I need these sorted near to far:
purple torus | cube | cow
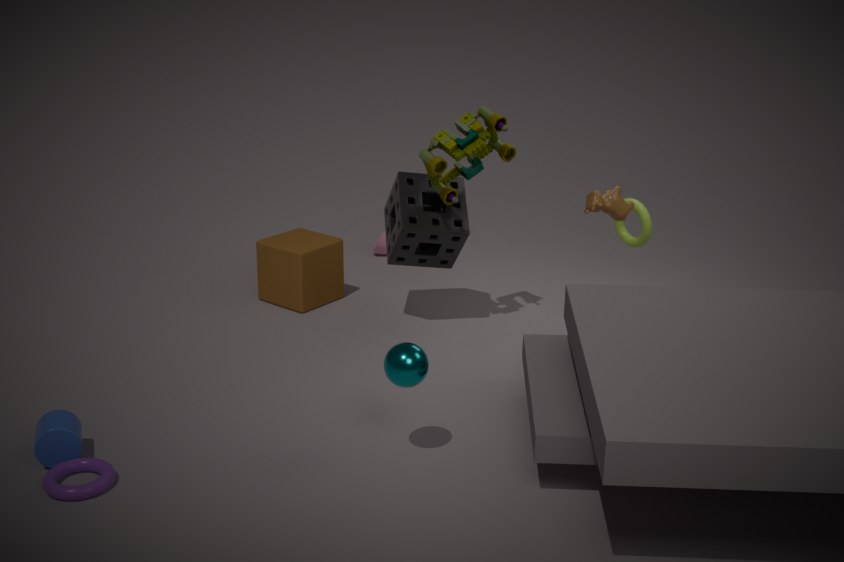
purple torus
cow
cube
